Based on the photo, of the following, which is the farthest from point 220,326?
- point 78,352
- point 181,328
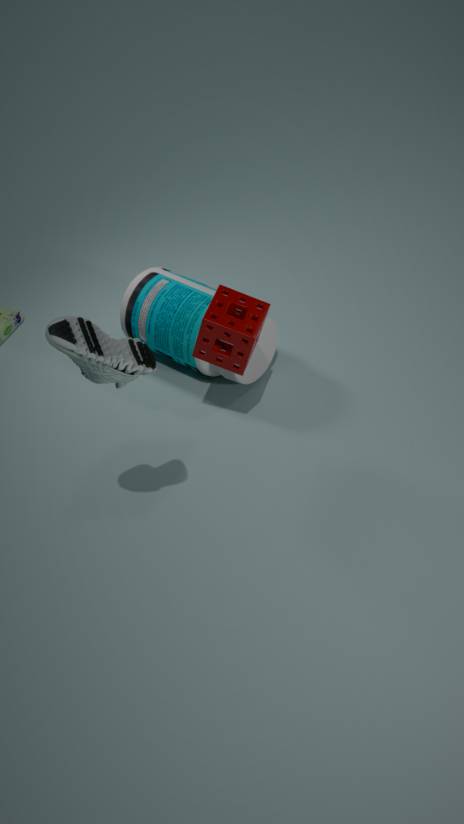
point 78,352
